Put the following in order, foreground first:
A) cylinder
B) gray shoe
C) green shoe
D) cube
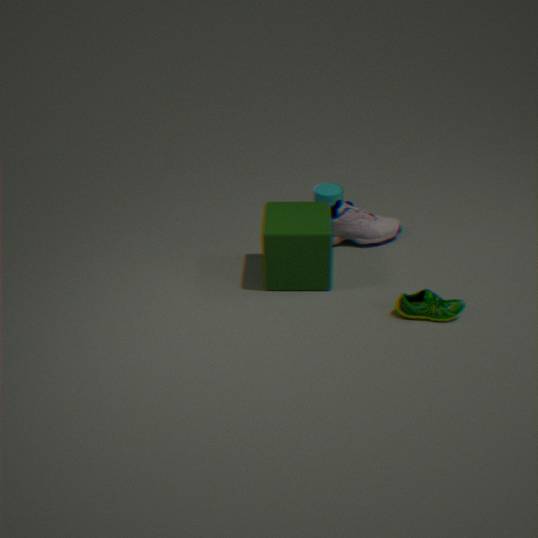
green shoe < cube < gray shoe < cylinder
